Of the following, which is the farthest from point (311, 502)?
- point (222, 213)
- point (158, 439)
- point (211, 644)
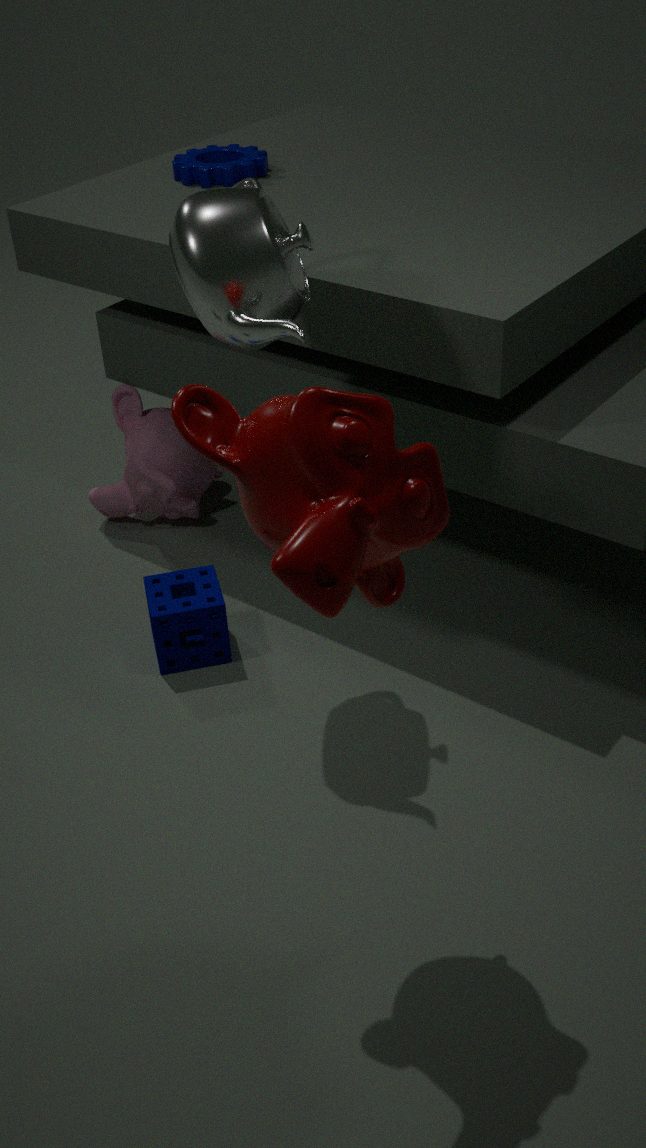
point (158, 439)
